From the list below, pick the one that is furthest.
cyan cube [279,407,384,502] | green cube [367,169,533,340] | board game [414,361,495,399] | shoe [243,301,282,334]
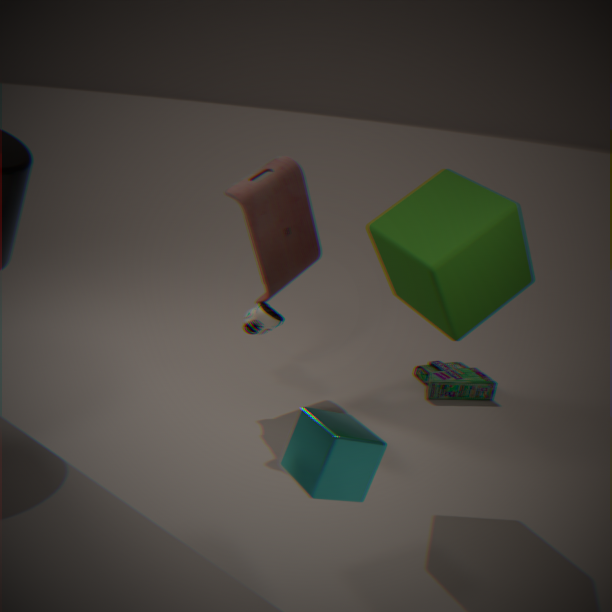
board game [414,361,495,399]
